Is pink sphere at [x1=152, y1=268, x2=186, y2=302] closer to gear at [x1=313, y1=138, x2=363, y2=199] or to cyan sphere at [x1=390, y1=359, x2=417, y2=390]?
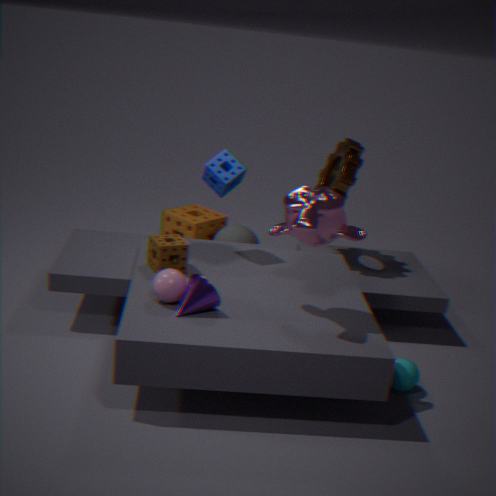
cyan sphere at [x1=390, y1=359, x2=417, y2=390]
